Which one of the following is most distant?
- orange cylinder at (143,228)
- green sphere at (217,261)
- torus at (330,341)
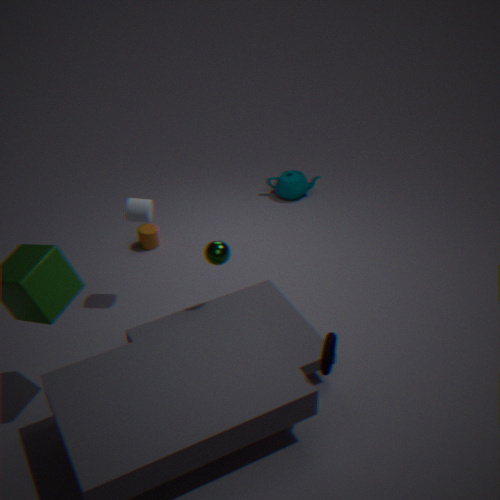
orange cylinder at (143,228)
